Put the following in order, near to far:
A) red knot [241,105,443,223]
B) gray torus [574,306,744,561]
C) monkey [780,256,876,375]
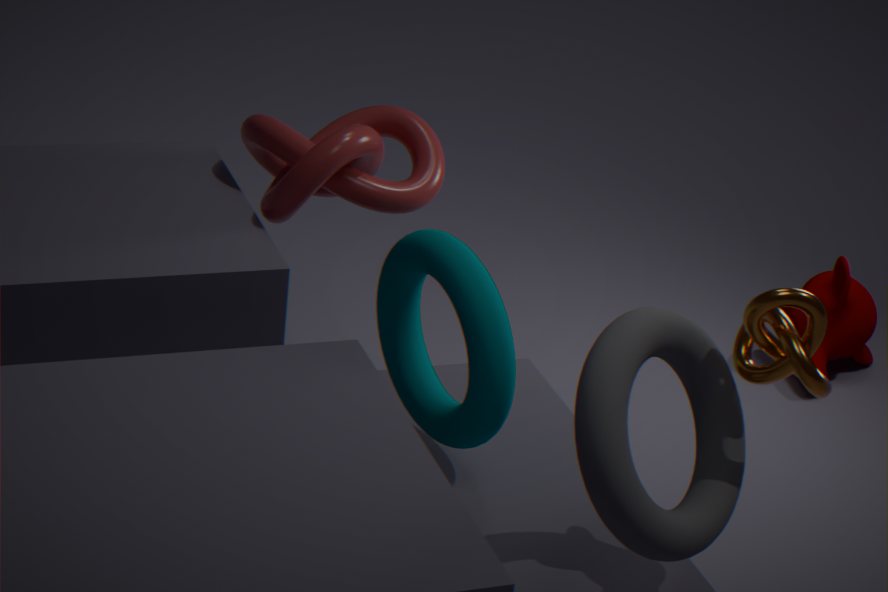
gray torus [574,306,744,561]
red knot [241,105,443,223]
monkey [780,256,876,375]
